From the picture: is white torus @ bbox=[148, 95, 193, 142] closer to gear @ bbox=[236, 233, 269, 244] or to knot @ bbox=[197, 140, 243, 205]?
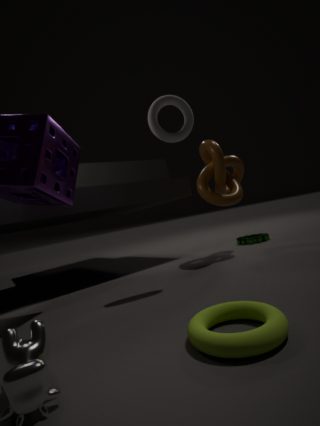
knot @ bbox=[197, 140, 243, 205]
